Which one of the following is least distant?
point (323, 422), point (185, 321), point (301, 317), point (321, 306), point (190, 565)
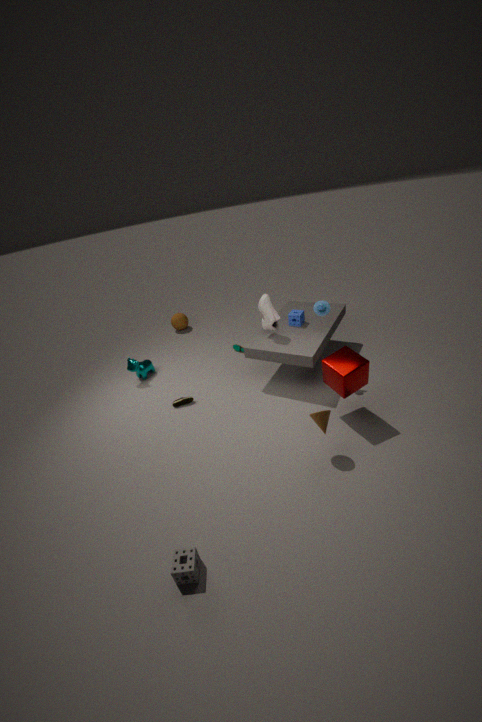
point (190, 565)
